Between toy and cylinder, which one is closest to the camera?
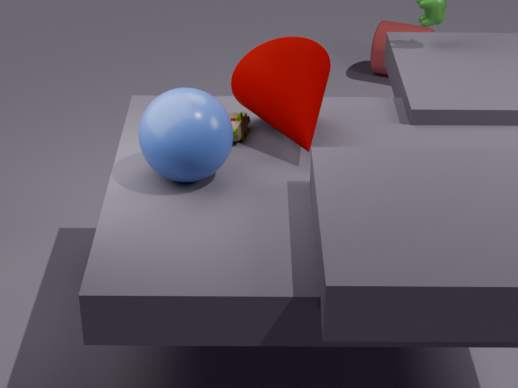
toy
